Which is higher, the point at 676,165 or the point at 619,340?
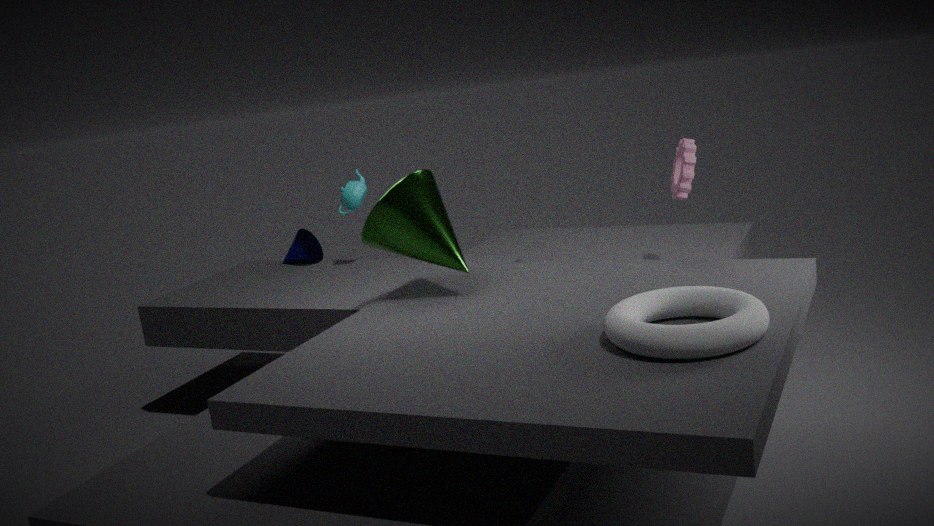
the point at 676,165
